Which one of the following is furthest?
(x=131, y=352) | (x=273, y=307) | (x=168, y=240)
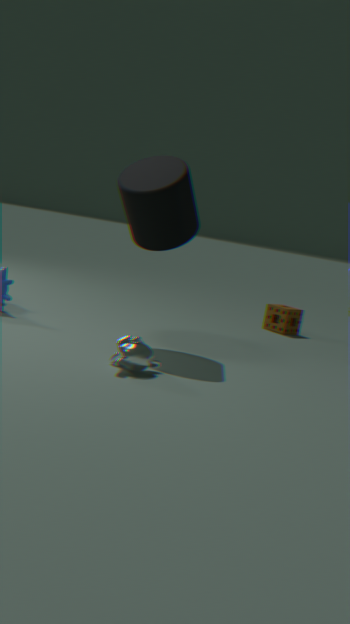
(x=273, y=307)
